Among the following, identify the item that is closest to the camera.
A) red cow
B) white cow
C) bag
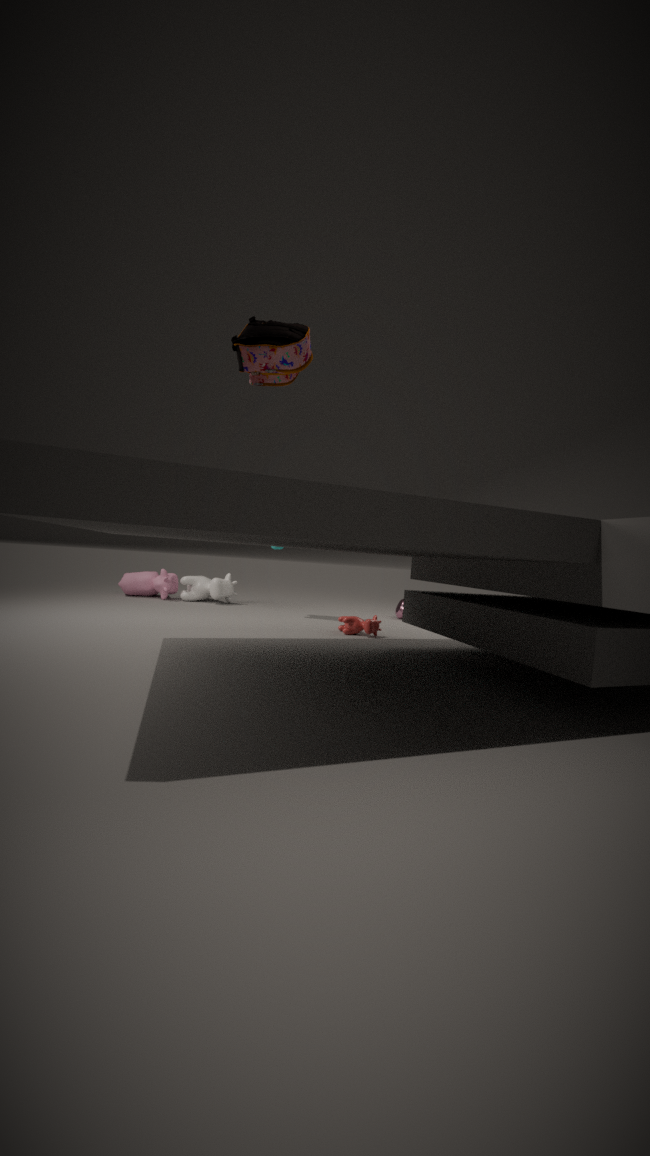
bag
